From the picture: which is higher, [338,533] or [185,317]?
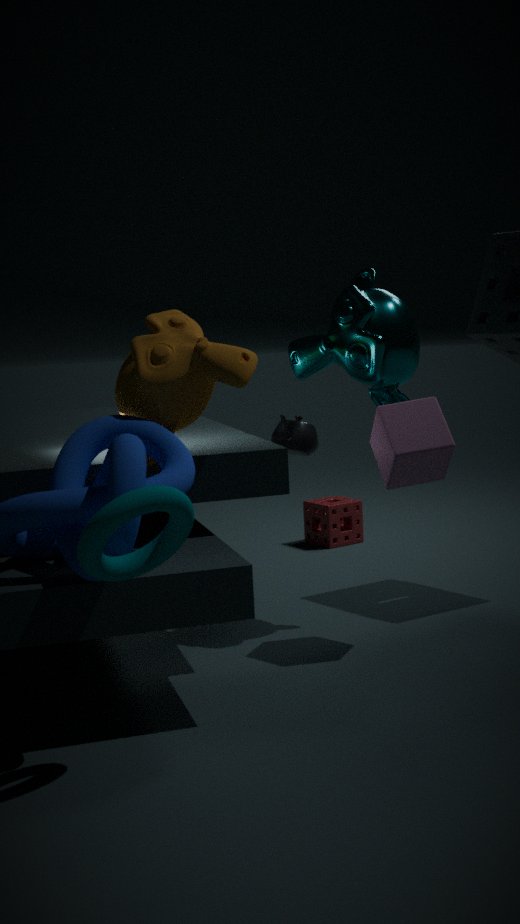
[185,317]
